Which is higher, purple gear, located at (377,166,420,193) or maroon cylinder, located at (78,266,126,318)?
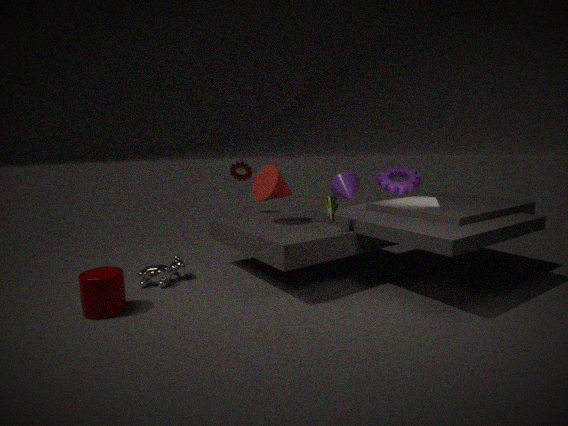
purple gear, located at (377,166,420,193)
